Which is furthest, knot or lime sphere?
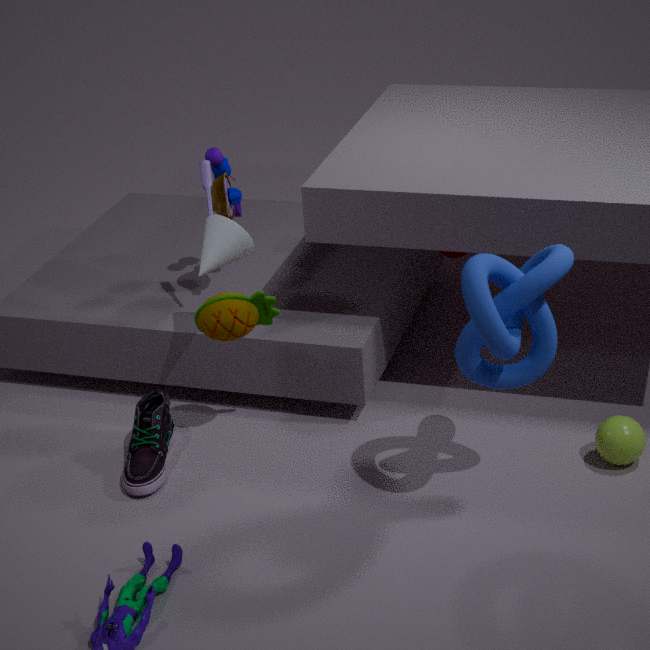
lime sphere
